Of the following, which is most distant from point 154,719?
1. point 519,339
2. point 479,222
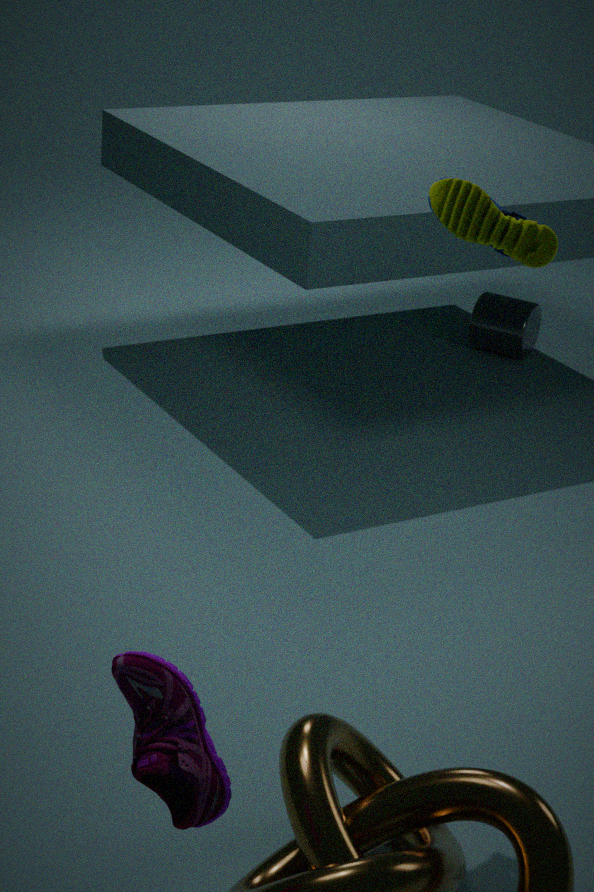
point 519,339
